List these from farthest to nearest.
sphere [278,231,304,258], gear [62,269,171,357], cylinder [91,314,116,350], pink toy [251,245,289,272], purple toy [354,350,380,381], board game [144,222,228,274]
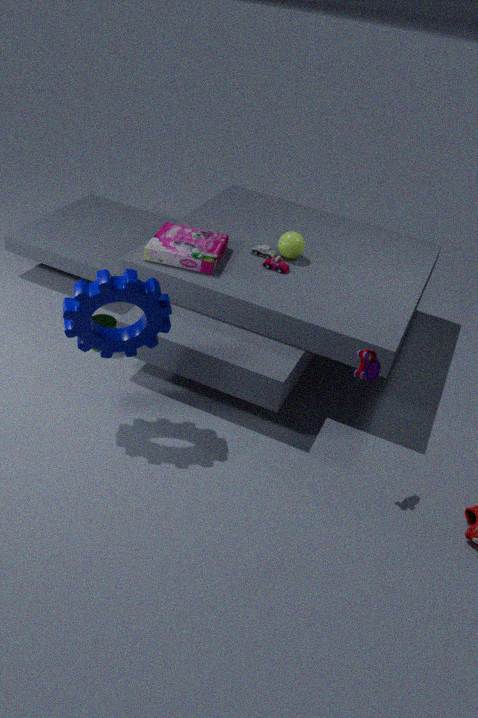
sphere [278,231,304,258] → pink toy [251,245,289,272] → cylinder [91,314,116,350] → board game [144,222,228,274] → purple toy [354,350,380,381] → gear [62,269,171,357]
